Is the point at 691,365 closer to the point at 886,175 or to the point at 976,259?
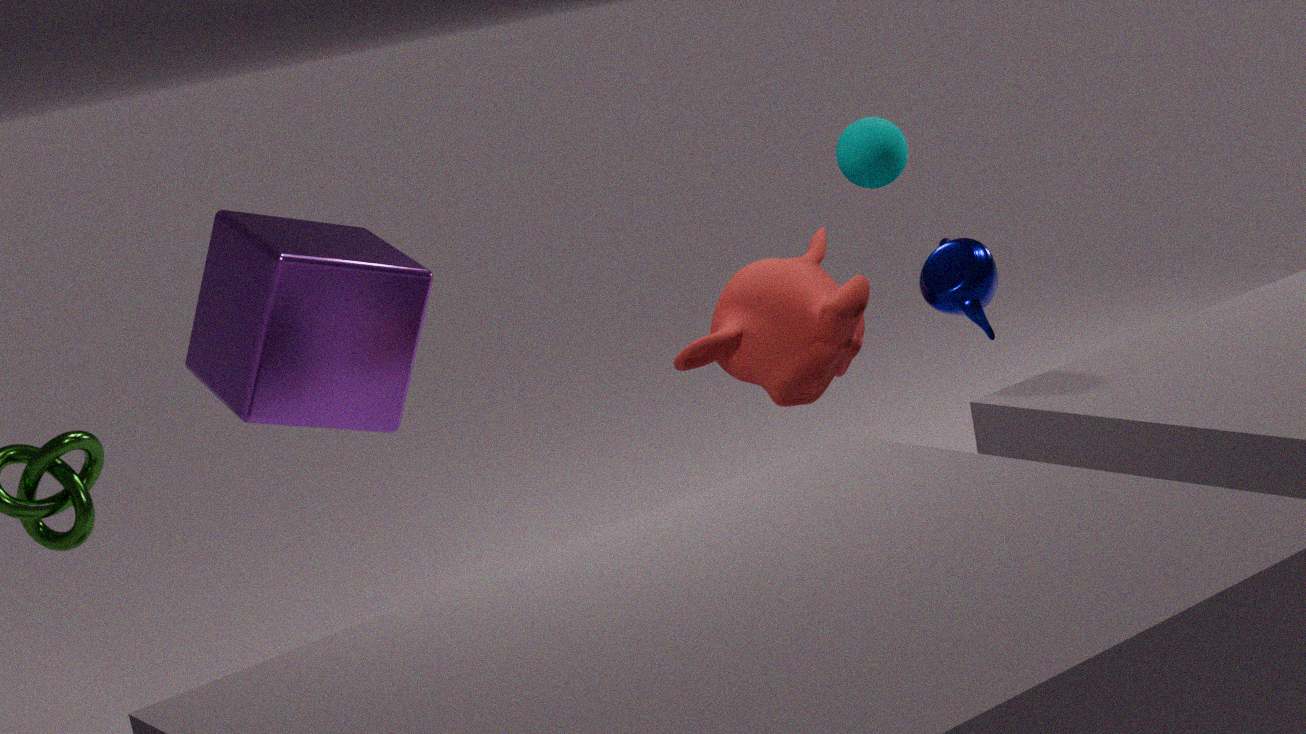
the point at 976,259
